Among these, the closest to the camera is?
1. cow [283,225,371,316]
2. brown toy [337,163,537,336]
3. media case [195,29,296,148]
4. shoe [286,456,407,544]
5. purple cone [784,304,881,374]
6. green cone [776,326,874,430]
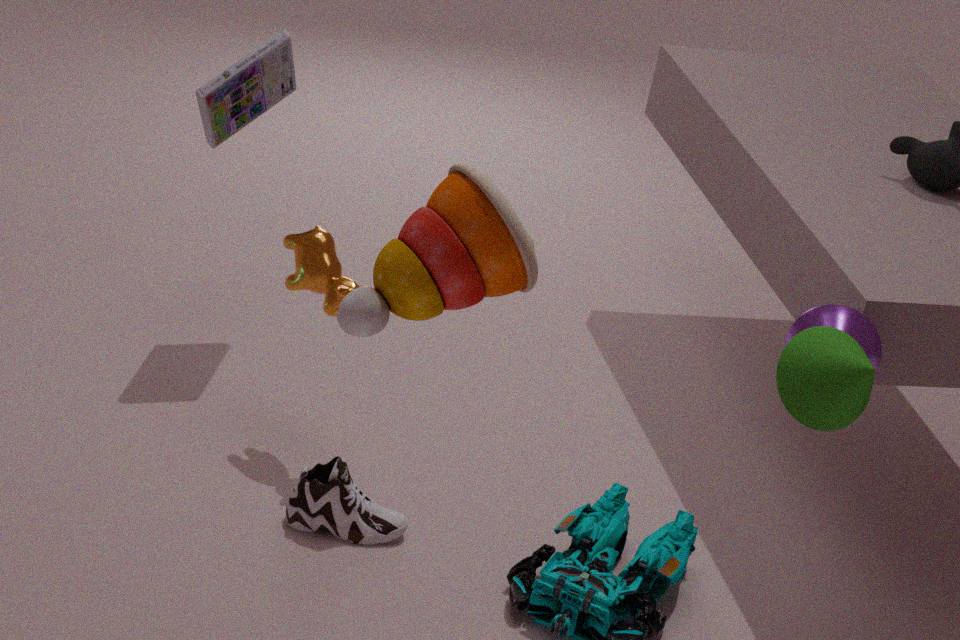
brown toy [337,163,537,336]
